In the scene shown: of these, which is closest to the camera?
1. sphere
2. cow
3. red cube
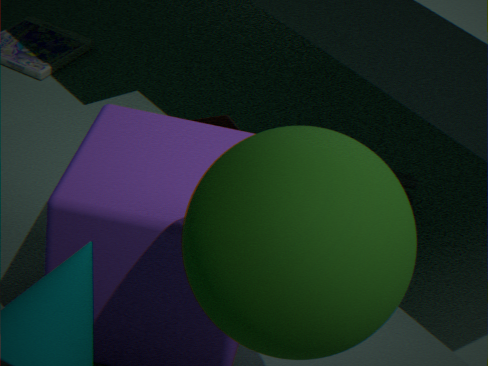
sphere
